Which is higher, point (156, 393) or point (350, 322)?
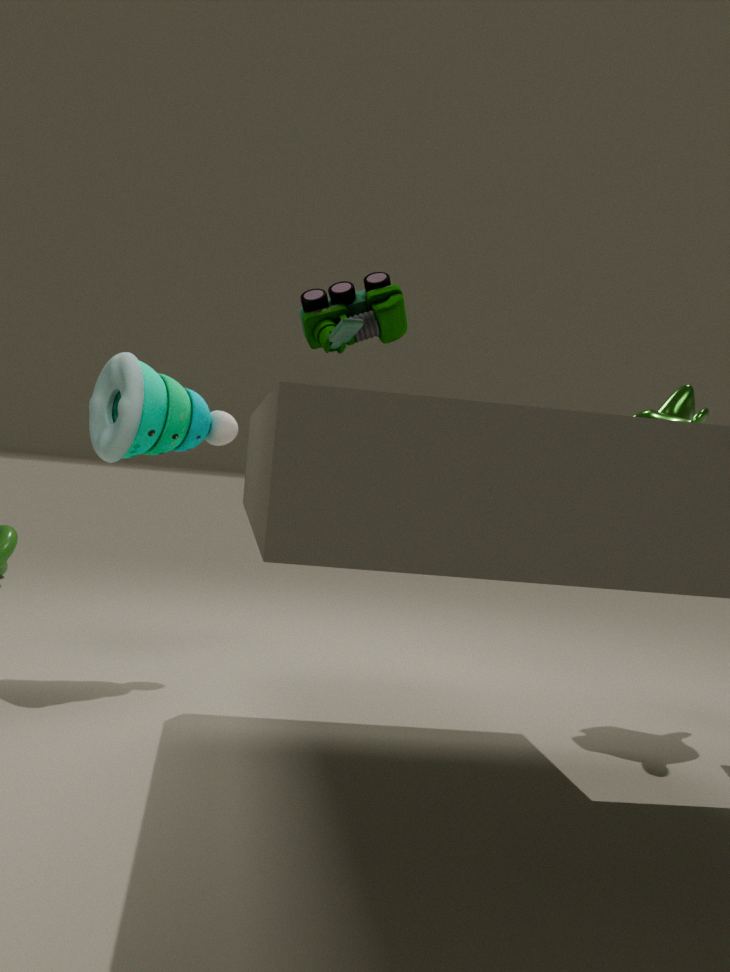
point (350, 322)
